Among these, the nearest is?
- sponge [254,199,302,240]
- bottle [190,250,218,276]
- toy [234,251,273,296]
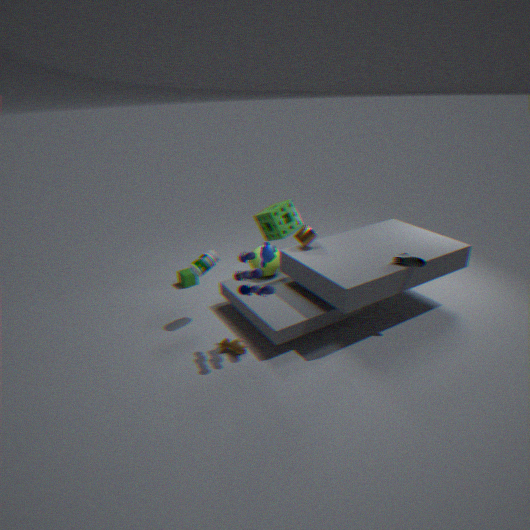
toy [234,251,273,296]
